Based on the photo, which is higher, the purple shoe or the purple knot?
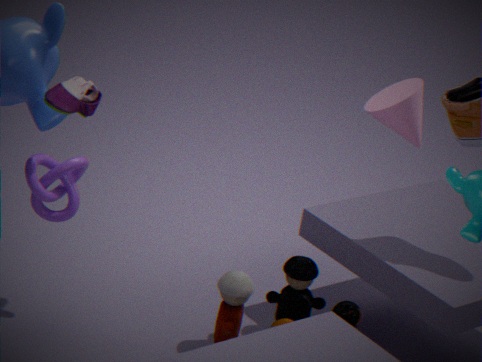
the purple shoe
